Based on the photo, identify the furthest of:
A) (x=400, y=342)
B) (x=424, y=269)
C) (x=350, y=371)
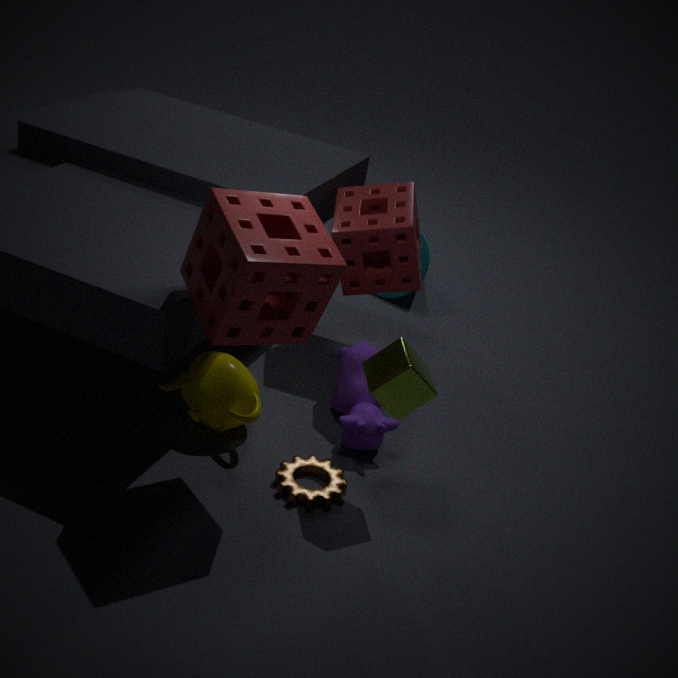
(x=424, y=269)
